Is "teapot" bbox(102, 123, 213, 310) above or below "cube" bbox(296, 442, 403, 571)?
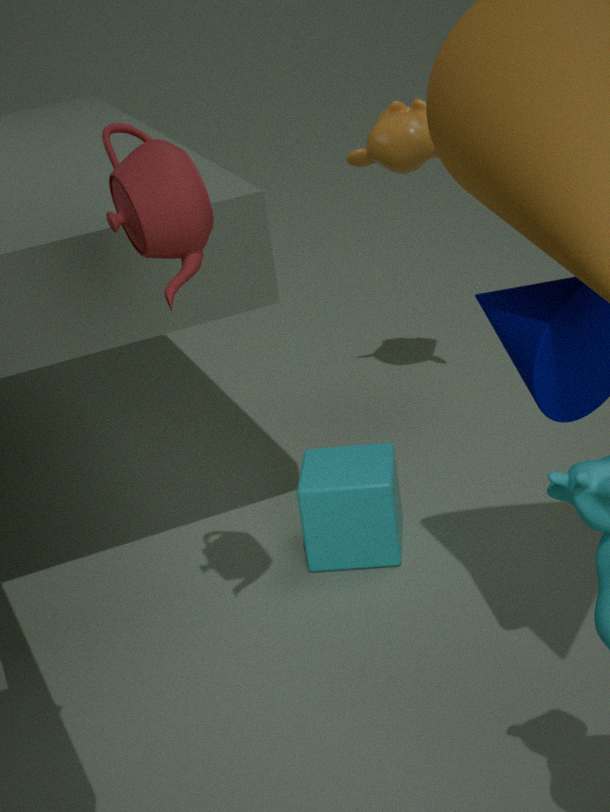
above
